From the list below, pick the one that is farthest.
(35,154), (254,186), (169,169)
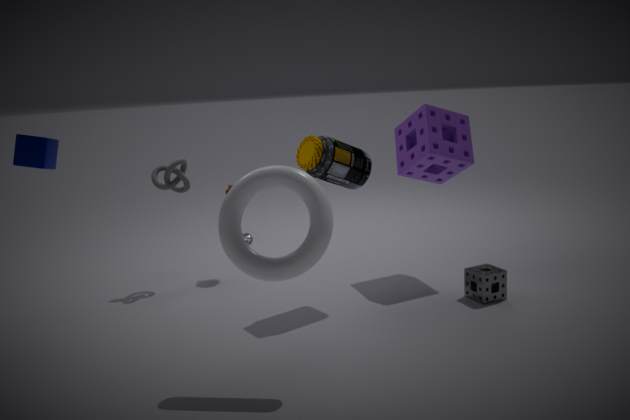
(169,169)
